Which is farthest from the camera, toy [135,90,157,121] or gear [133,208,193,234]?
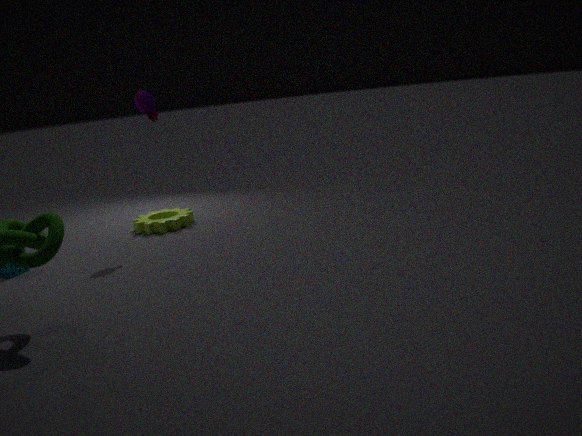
gear [133,208,193,234]
